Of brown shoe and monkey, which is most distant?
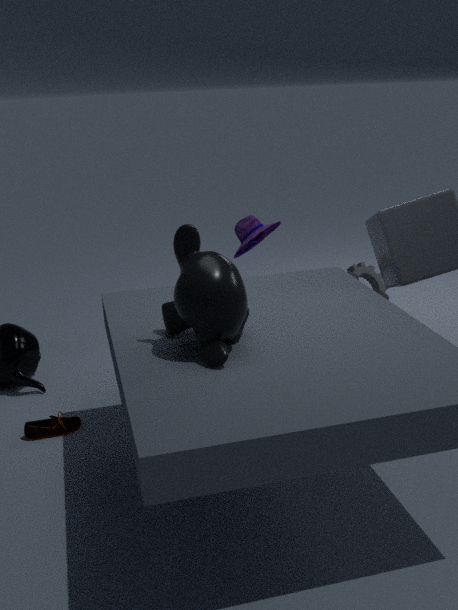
brown shoe
